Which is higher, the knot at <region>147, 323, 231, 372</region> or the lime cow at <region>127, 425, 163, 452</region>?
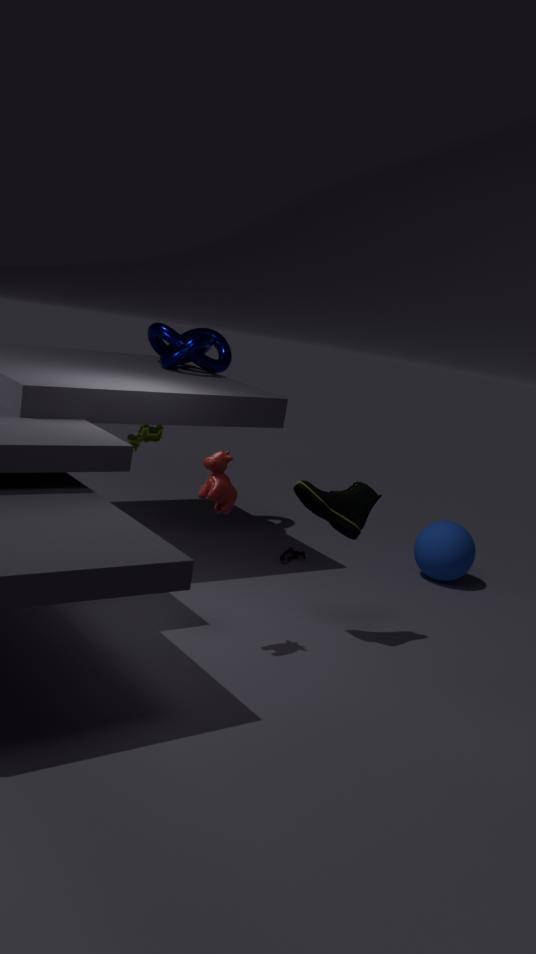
the knot at <region>147, 323, 231, 372</region>
